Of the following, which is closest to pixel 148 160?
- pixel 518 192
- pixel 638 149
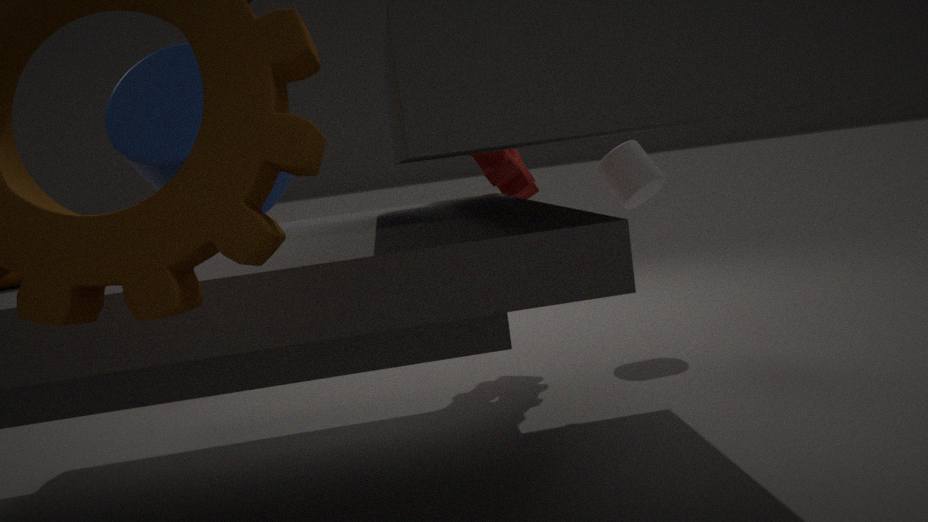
pixel 518 192
